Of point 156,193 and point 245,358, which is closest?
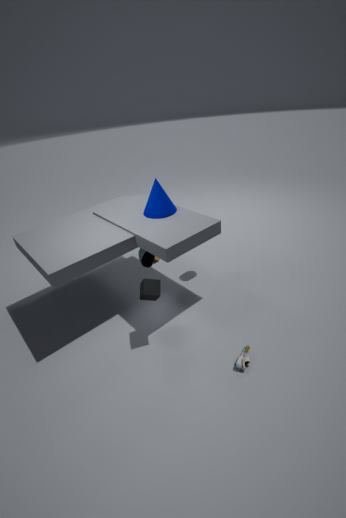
point 245,358
